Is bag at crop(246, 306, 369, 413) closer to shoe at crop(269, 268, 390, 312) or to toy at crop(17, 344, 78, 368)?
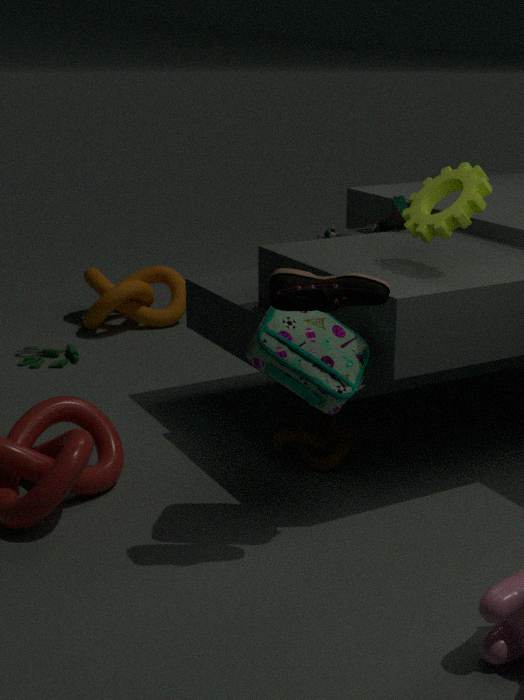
shoe at crop(269, 268, 390, 312)
